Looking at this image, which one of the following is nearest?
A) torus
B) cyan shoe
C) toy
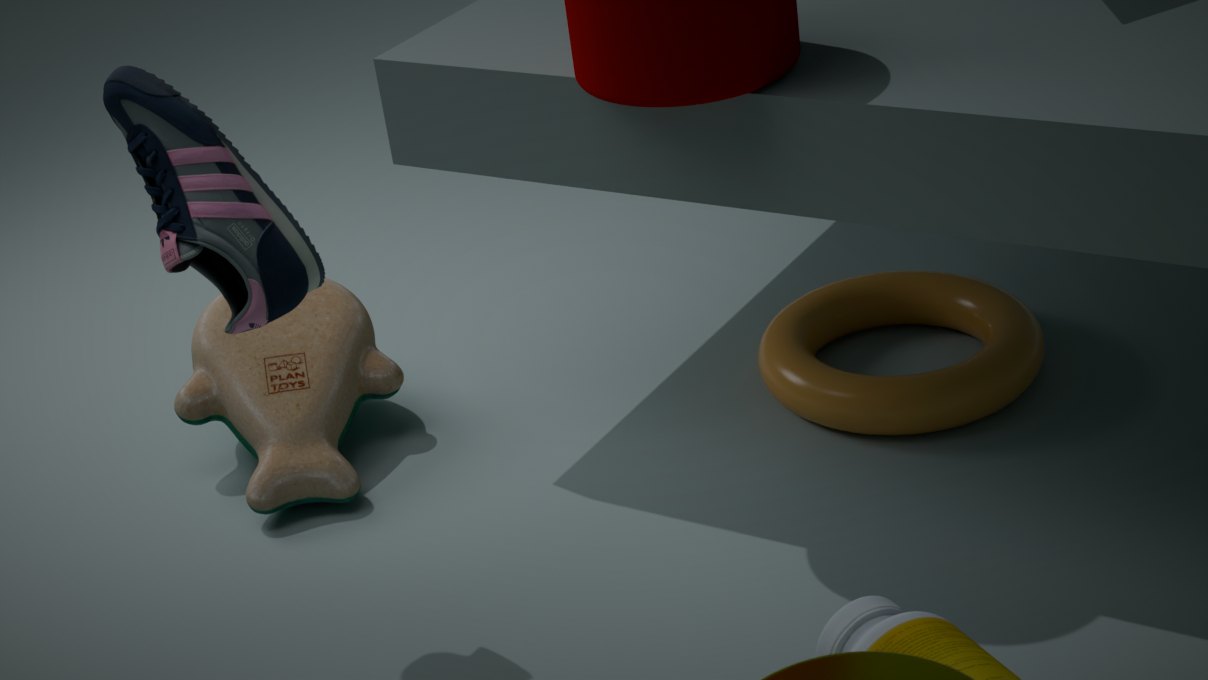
cyan shoe
